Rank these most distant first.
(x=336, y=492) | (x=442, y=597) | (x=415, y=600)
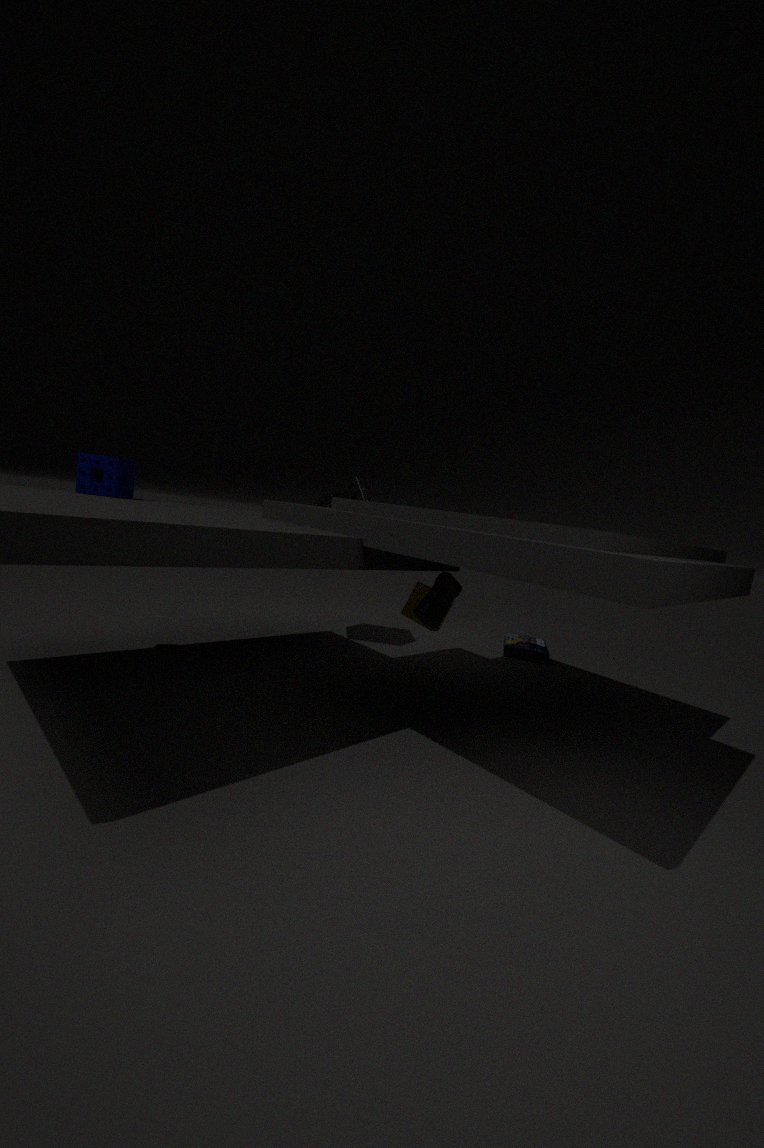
(x=336, y=492) → (x=415, y=600) → (x=442, y=597)
